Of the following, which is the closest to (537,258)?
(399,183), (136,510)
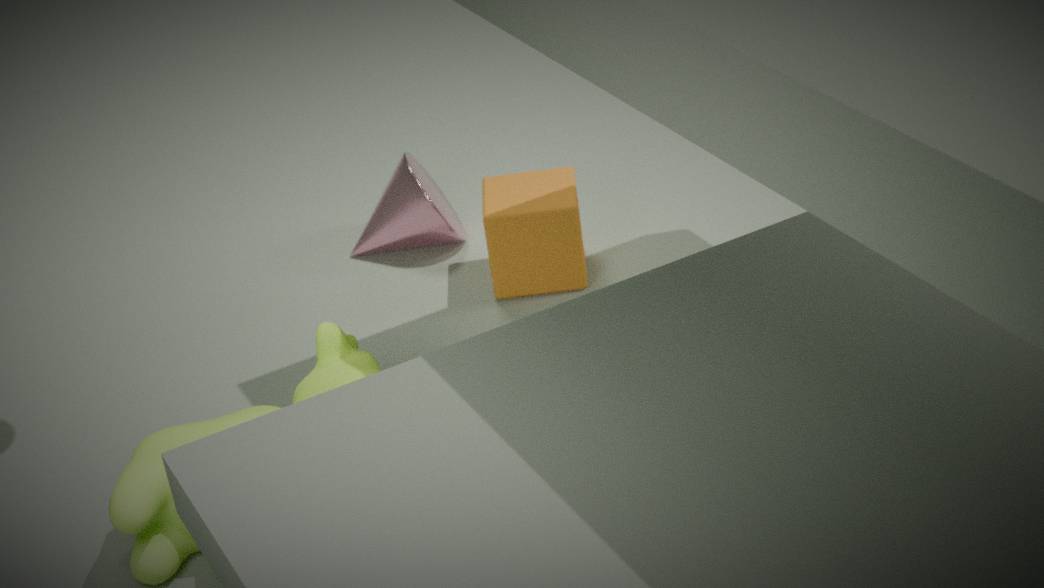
(399,183)
